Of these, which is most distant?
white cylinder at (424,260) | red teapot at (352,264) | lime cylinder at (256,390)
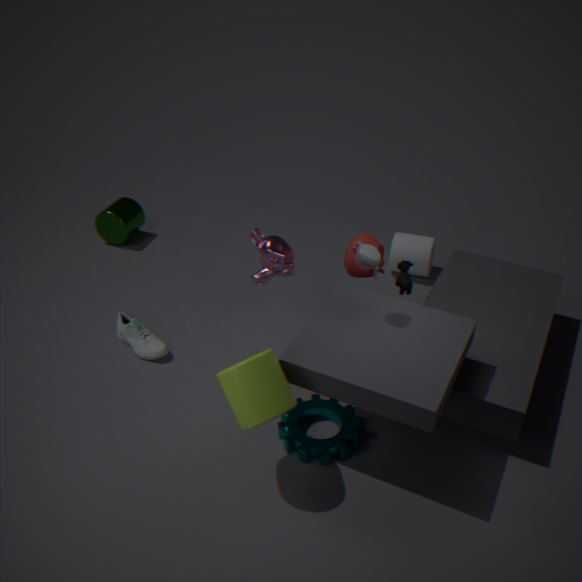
white cylinder at (424,260)
